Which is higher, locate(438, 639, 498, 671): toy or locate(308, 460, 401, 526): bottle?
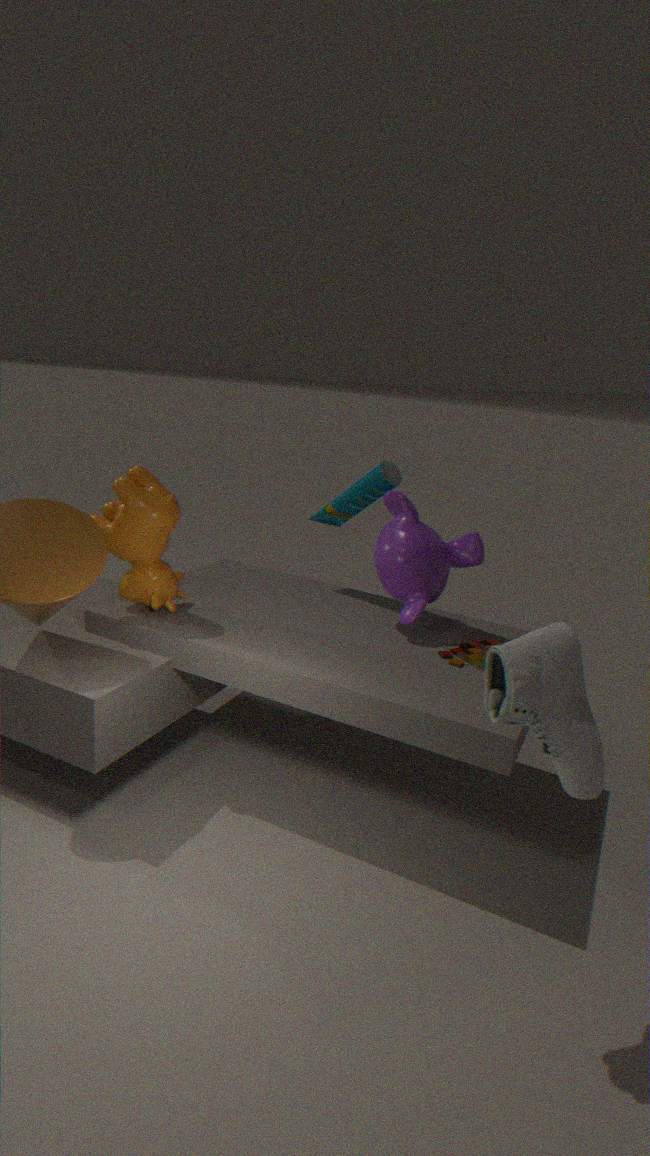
locate(308, 460, 401, 526): bottle
